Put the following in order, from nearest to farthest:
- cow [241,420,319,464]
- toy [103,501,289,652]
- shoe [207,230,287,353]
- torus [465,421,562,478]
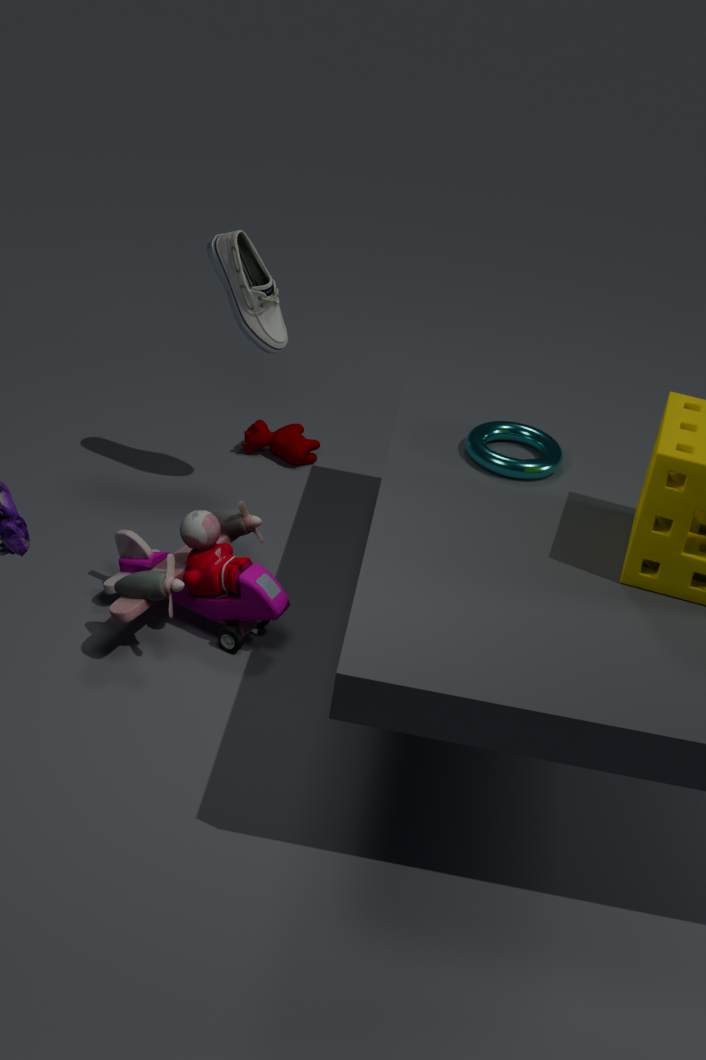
1. toy [103,501,289,652]
2. torus [465,421,562,478]
3. shoe [207,230,287,353]
4. cow [241,420,319,464]
